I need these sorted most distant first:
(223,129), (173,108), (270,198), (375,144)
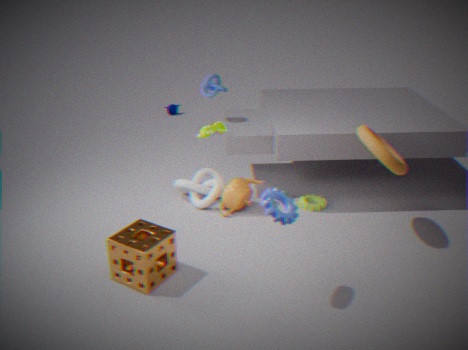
(173,108)
(223,129)
(375,144)
(270,198)
